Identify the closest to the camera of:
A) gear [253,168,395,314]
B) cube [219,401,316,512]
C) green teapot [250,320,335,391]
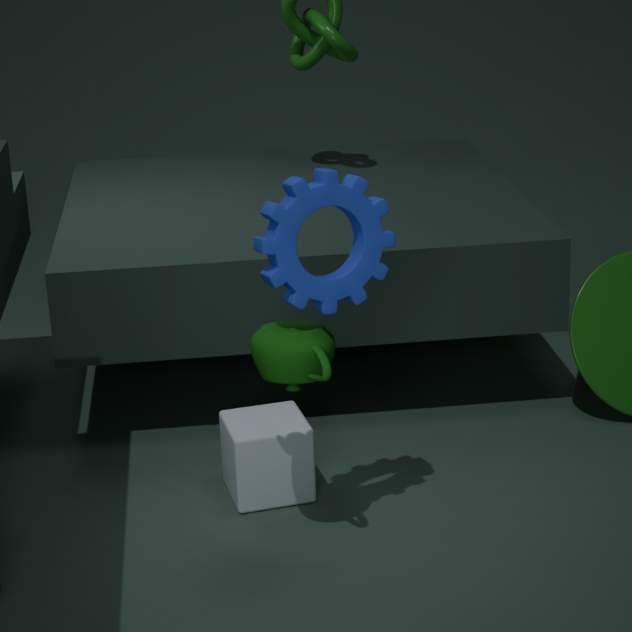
gear [253,168,395,314]
